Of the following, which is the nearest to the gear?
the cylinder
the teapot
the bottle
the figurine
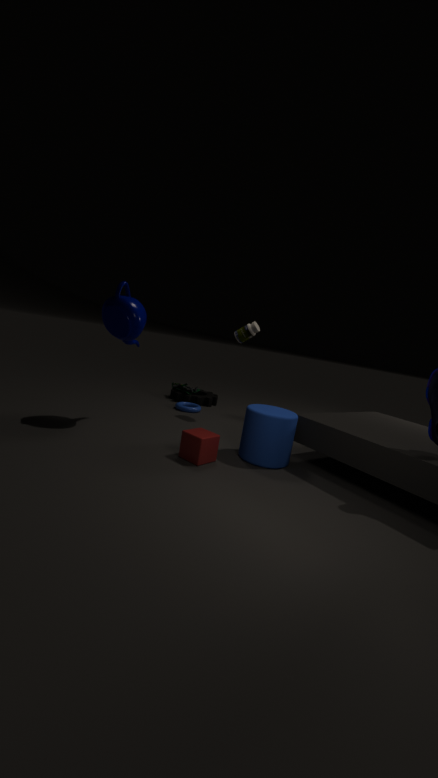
the figurine
